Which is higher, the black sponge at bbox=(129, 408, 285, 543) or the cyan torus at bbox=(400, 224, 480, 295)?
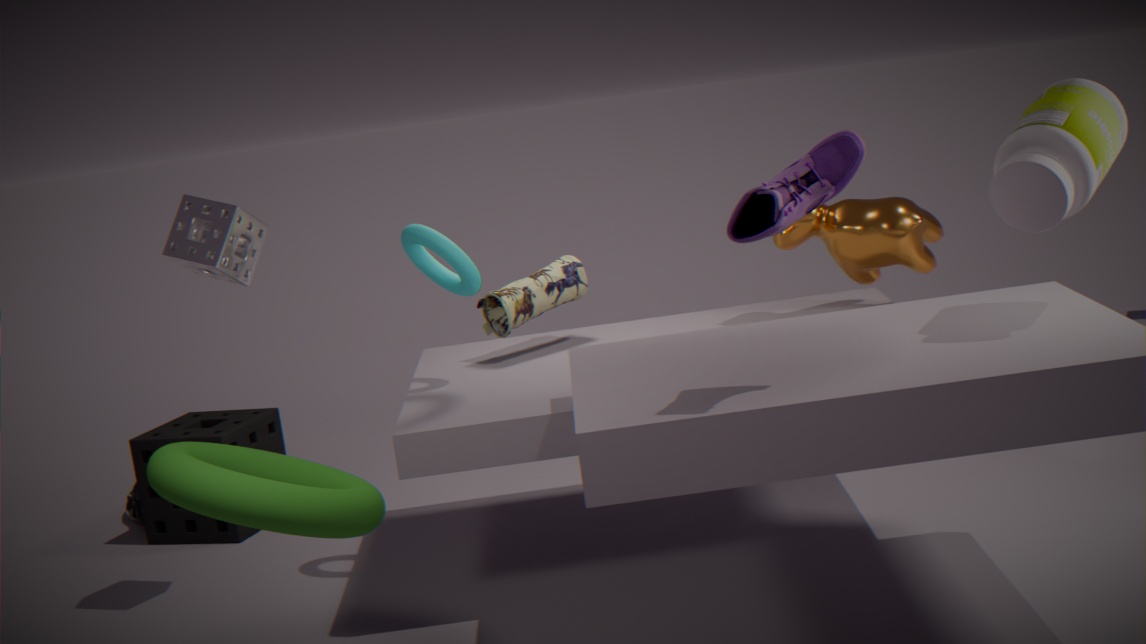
the cyan torus at bbox=(400, 224, 480, 295)
